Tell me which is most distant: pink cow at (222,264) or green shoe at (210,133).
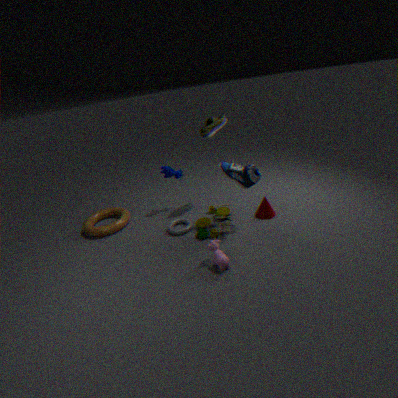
green shoe at (210,133)
